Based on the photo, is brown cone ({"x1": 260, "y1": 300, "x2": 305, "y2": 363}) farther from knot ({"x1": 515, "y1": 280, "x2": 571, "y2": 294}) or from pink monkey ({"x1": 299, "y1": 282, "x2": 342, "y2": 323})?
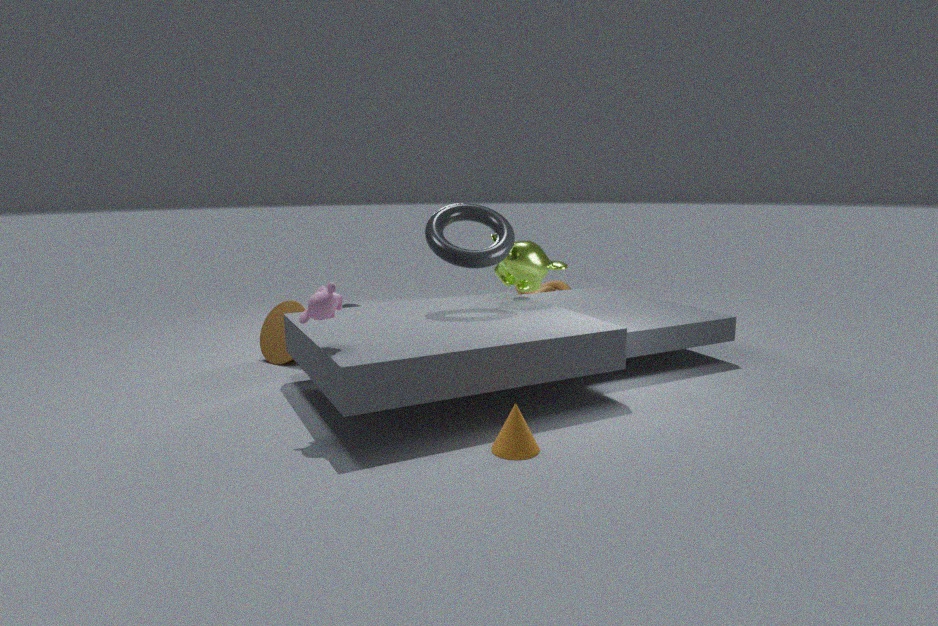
knot ({"x1": 515, "y1": 280, "x2": 571, "y2": 294})
